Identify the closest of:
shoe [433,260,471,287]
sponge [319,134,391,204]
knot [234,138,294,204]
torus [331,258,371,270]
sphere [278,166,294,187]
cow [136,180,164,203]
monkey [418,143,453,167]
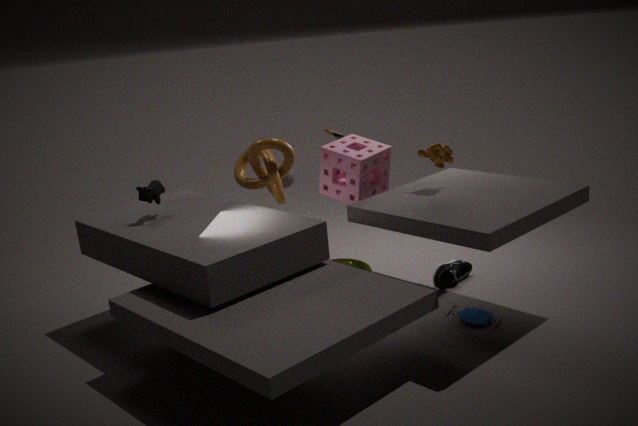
monkey [418,143,453,167]
